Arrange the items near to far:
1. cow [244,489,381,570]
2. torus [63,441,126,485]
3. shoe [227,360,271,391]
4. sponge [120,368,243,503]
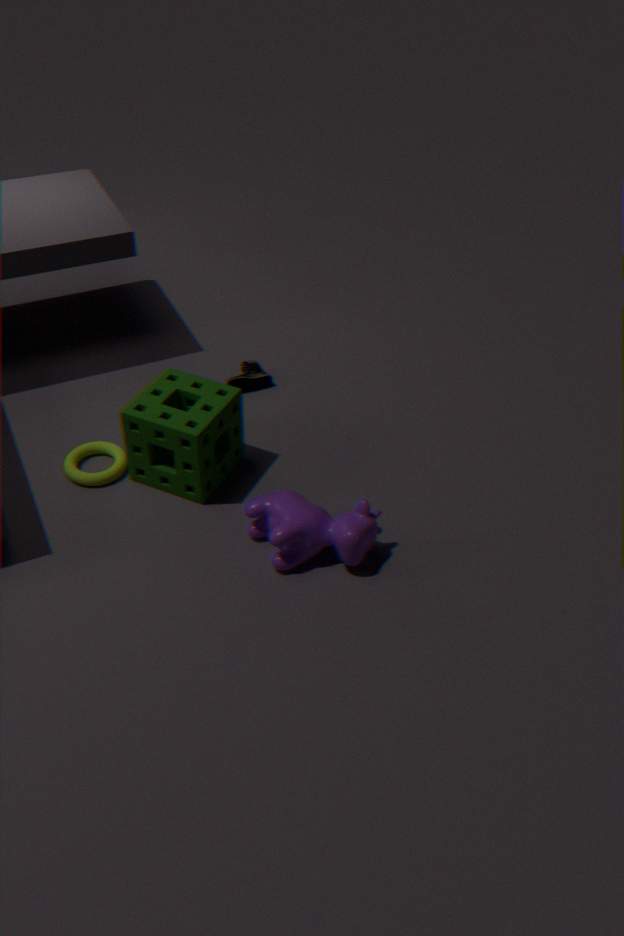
cow [244,489,381,570] → sponge [120,368,243,503] → torus [63,441,126,485] → shoe [227,360,271,391]
